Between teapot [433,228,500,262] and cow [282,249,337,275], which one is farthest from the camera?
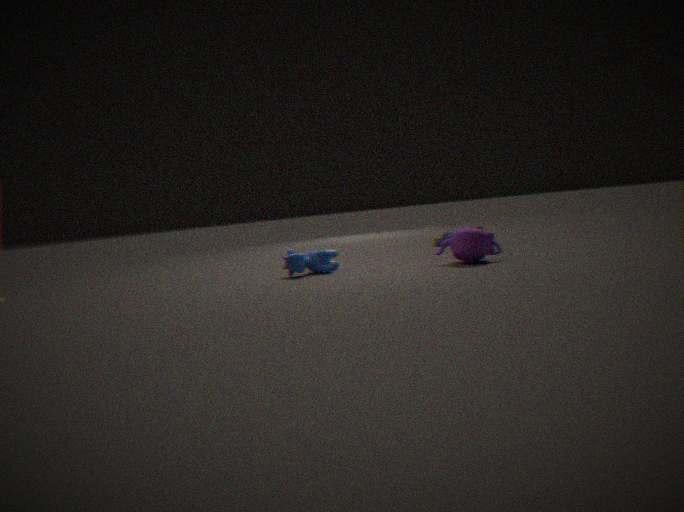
cow [282,249,337,275]
